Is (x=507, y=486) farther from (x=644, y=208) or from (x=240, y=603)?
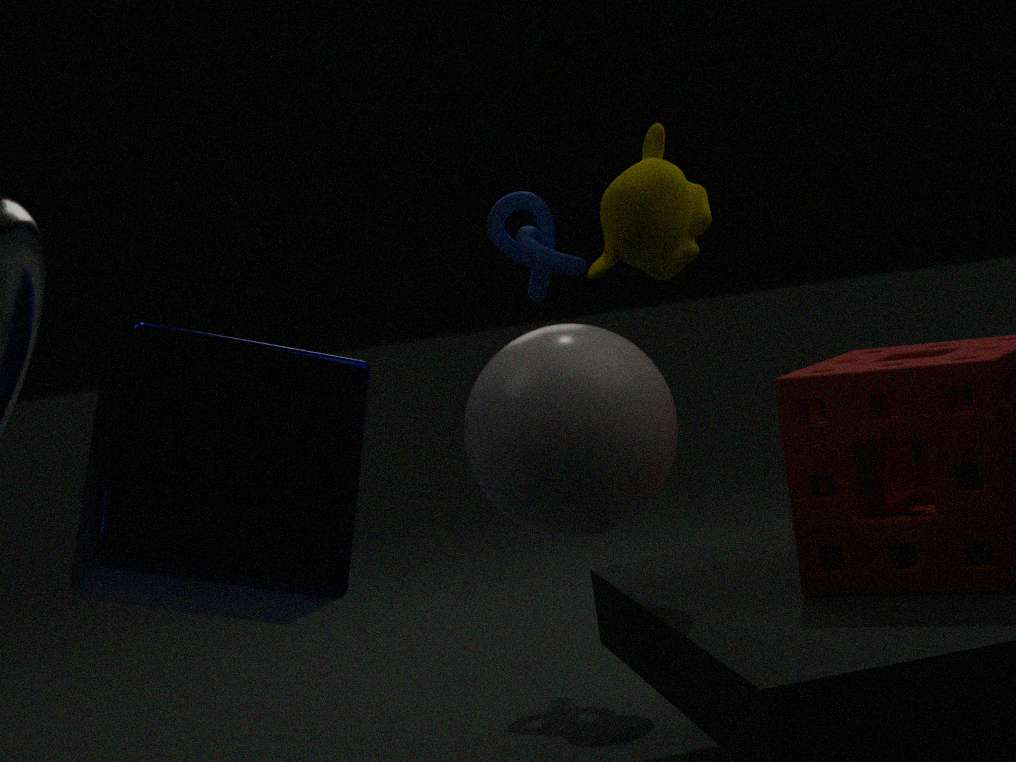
(x=240, y=603)
